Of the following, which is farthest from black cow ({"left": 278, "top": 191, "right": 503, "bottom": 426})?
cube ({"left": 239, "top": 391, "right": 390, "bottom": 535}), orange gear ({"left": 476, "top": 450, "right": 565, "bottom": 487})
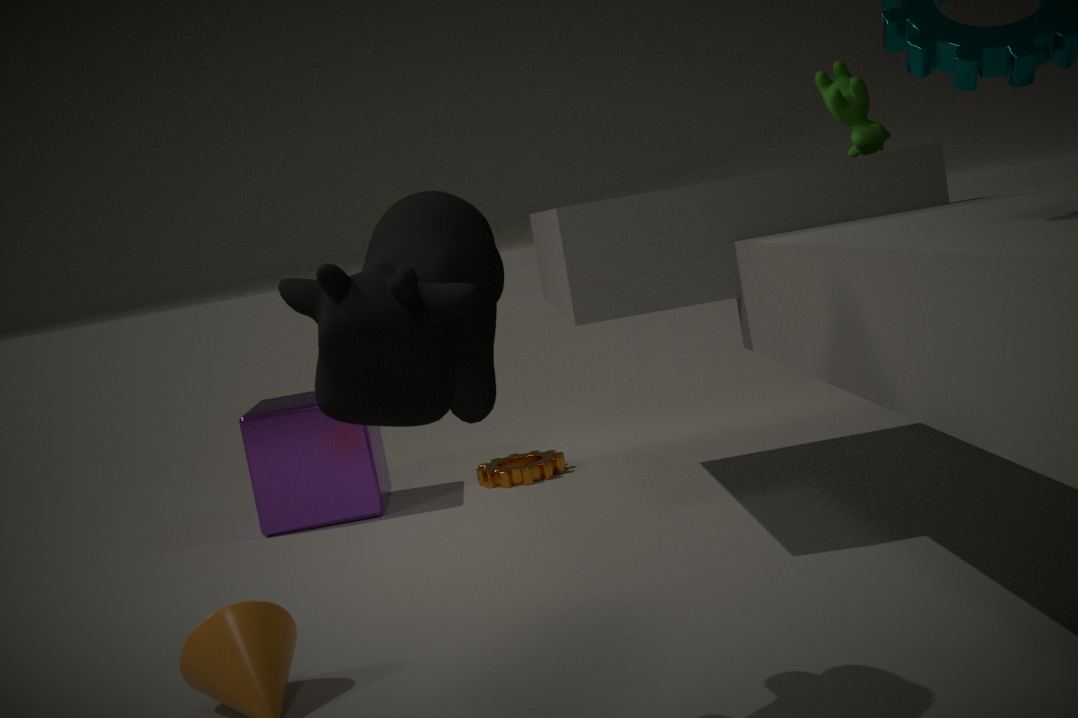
orange gear ({"left": 476, "top": 450, "right": 565, "bottom": 487})
